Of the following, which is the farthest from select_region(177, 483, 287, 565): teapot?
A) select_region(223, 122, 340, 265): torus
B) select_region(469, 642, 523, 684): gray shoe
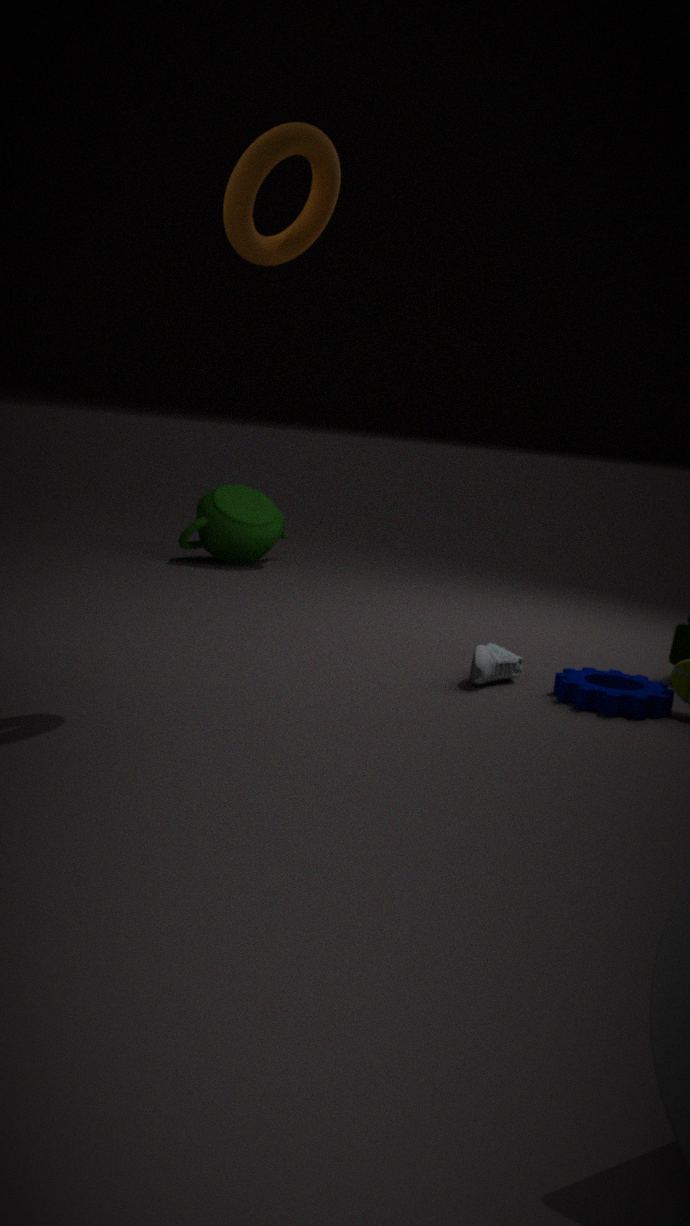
select_region(223, 122, 340, 265): torus
